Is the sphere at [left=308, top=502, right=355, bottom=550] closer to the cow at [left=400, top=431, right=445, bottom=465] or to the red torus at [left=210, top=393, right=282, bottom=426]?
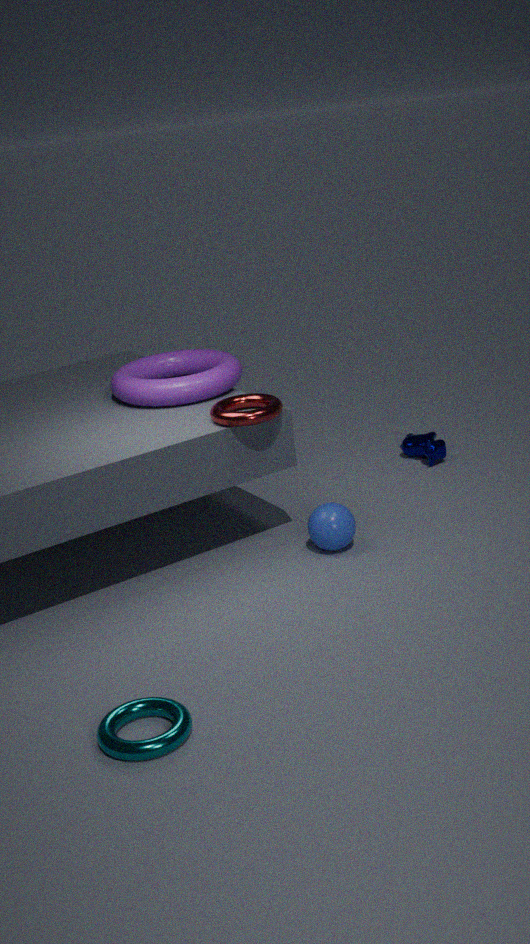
the red torus at [left=210, top=393, right=282, bottom=426]
